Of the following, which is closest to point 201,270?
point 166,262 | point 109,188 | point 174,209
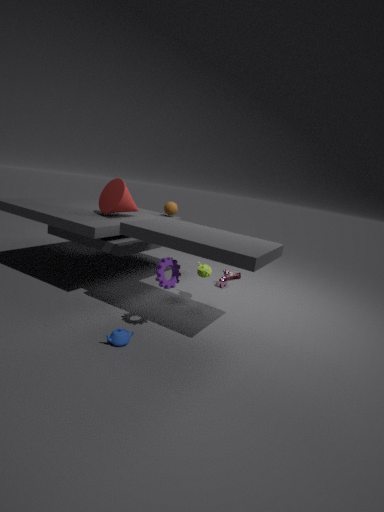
point 166,262
